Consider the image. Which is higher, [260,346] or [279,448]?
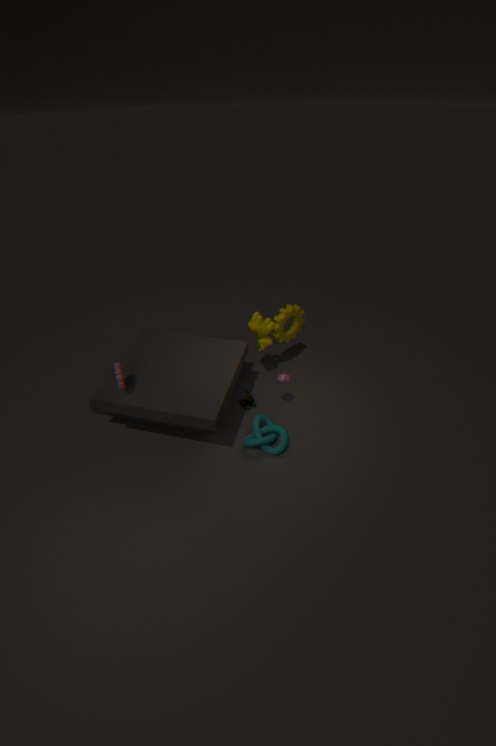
[260,346]
